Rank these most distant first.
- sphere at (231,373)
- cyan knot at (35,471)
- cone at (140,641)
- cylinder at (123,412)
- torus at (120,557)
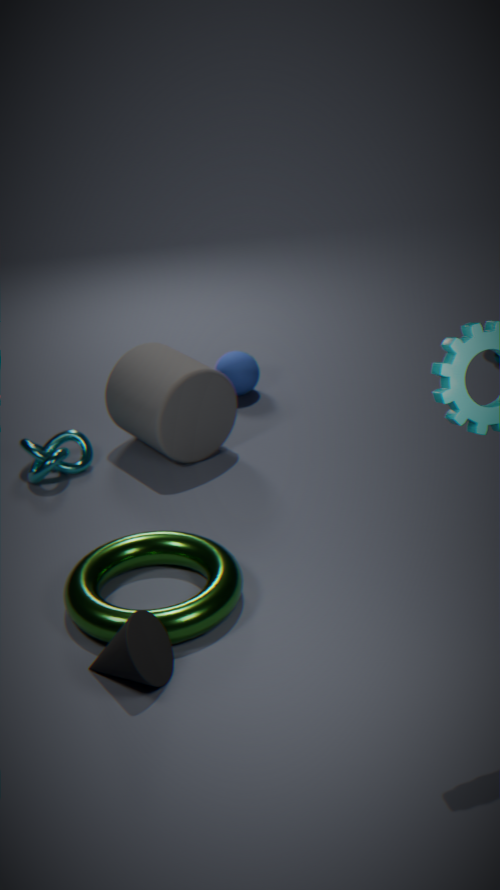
sphere at (231,373) → cyan knot at (35,471) → cylinder at (123,412) → torus at (120,557) → cone at (140,641)
